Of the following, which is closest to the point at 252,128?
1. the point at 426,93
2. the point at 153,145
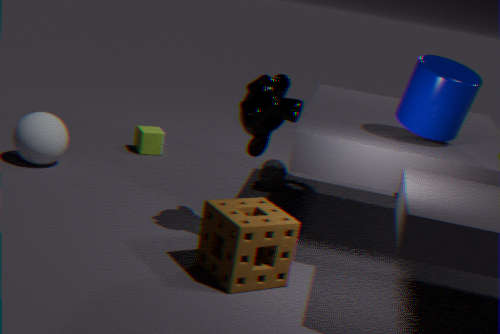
the point at 426,93
